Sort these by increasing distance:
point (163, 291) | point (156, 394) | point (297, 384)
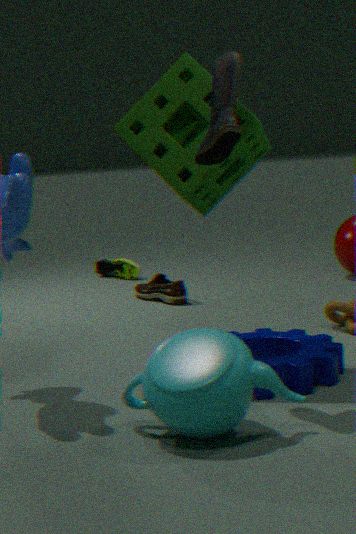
point (156, 394), point (297, 384), point (163, 291)
